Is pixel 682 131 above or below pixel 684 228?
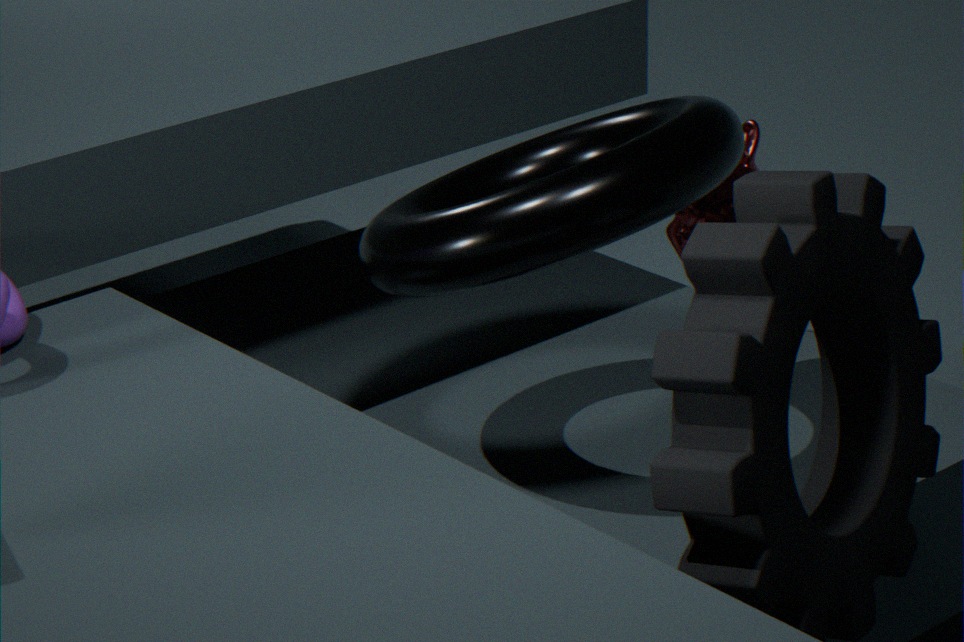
above
